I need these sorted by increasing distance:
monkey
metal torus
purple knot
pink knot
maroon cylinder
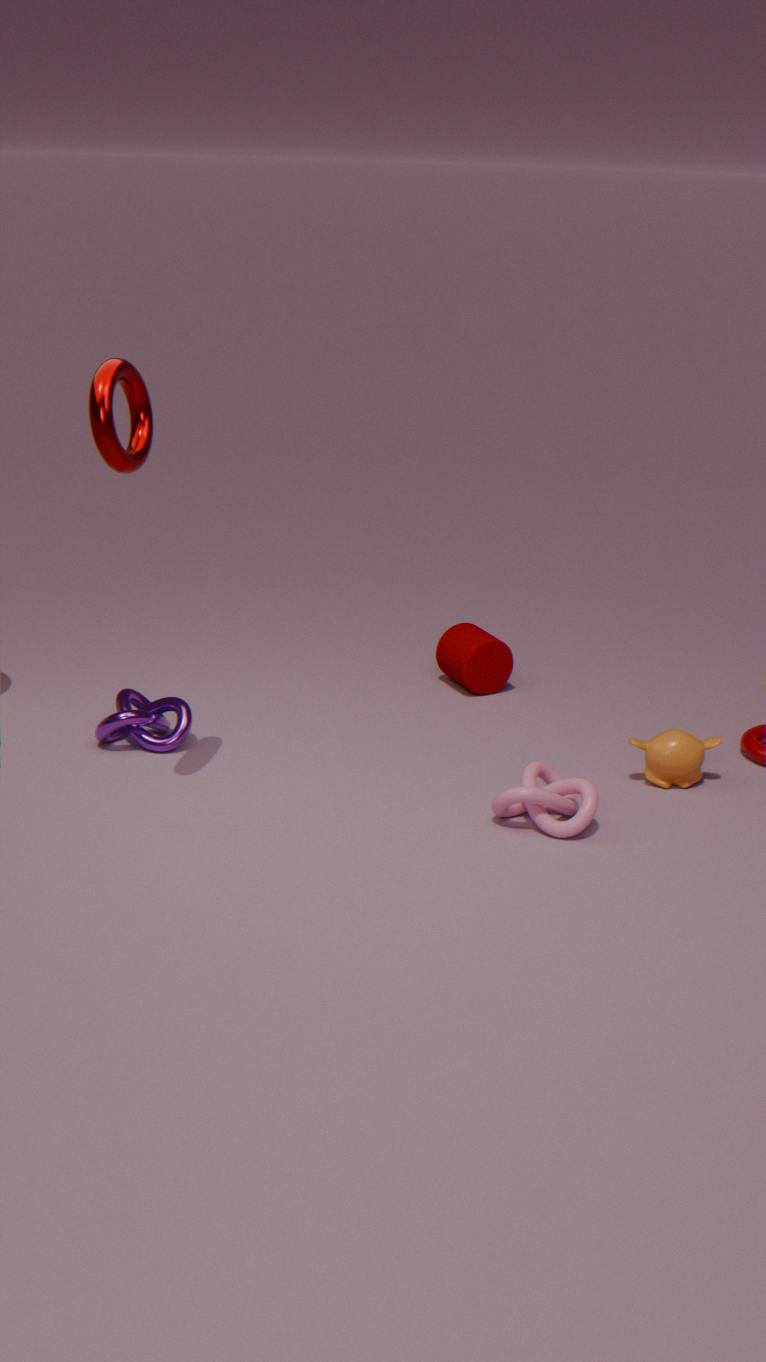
metal torus
pink knot
monkey
purple knot
maroon cylinder
